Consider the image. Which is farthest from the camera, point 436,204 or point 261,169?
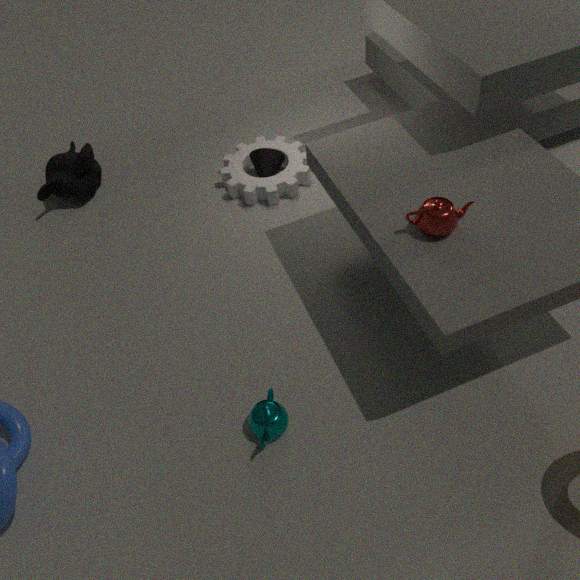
point 261,169
